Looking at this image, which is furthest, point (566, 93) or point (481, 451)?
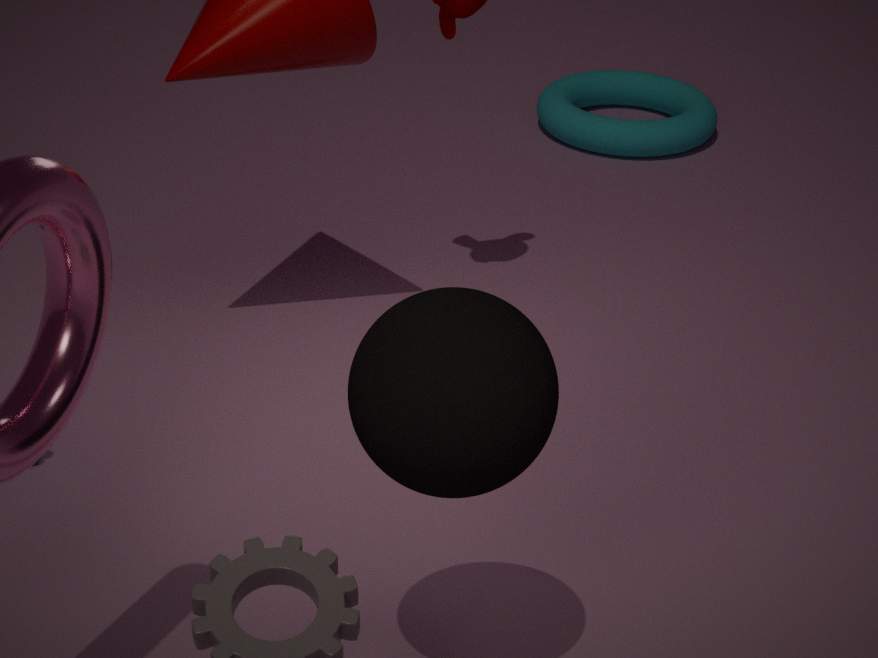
point (566, 93)
